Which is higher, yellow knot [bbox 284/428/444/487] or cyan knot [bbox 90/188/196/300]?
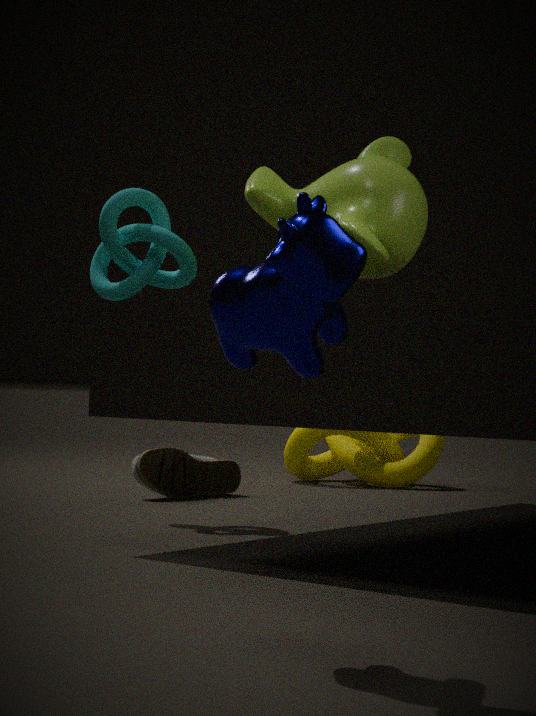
cyan knot [bbox 90/188/196/300]
